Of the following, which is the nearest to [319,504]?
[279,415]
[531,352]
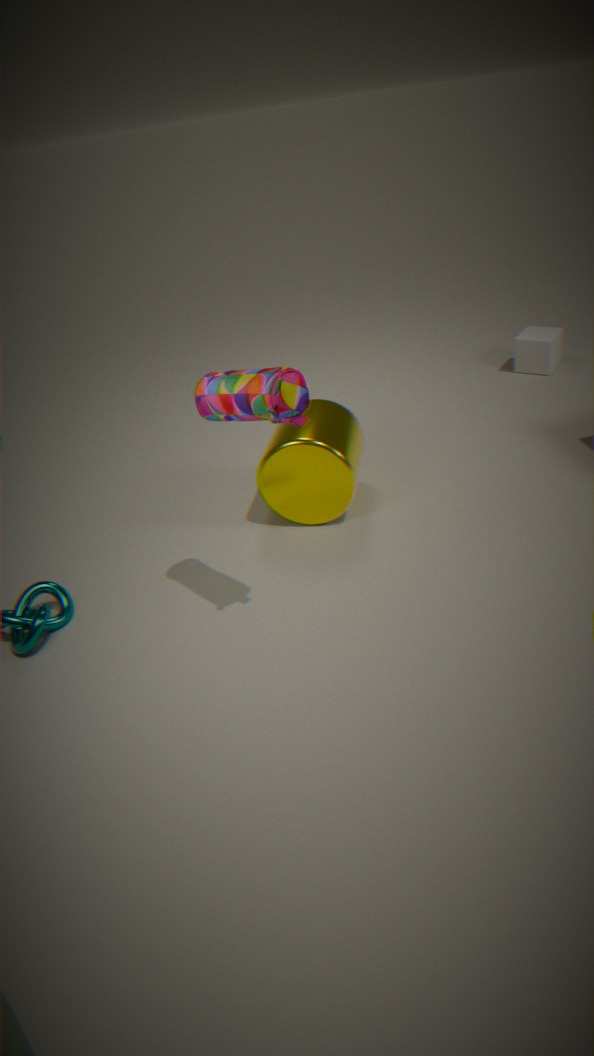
[279,415]
